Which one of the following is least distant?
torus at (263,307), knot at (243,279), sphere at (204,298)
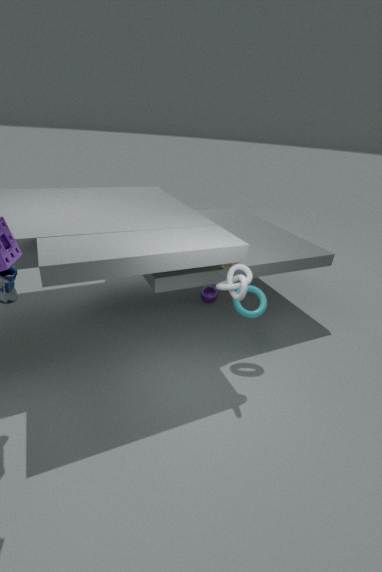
knot at (243,279)
